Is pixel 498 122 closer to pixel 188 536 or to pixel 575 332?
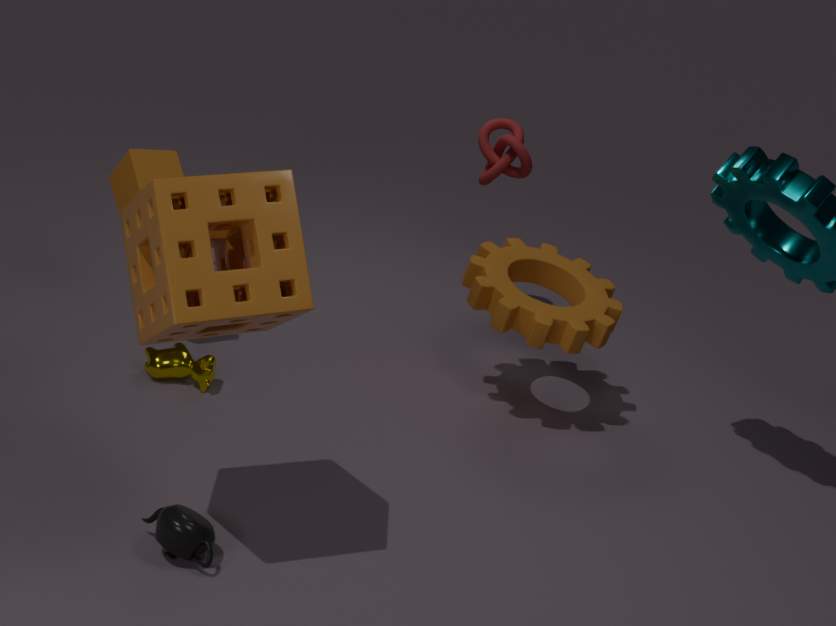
pixel 575 332
